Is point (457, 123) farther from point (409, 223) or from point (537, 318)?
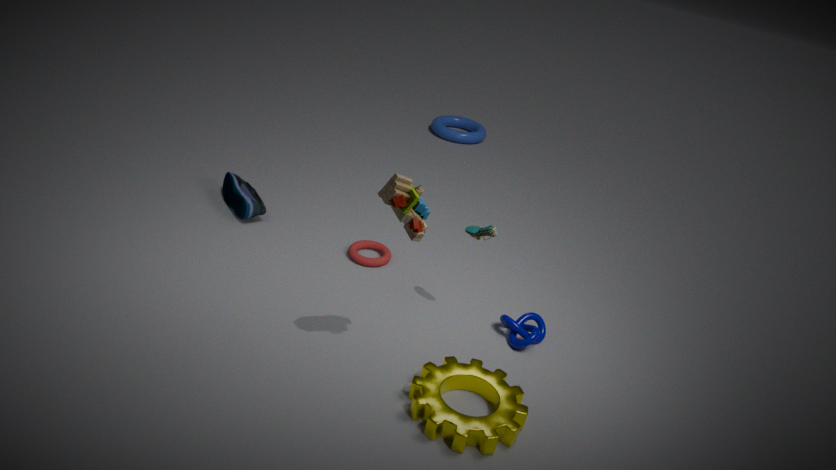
point (409, 223)
